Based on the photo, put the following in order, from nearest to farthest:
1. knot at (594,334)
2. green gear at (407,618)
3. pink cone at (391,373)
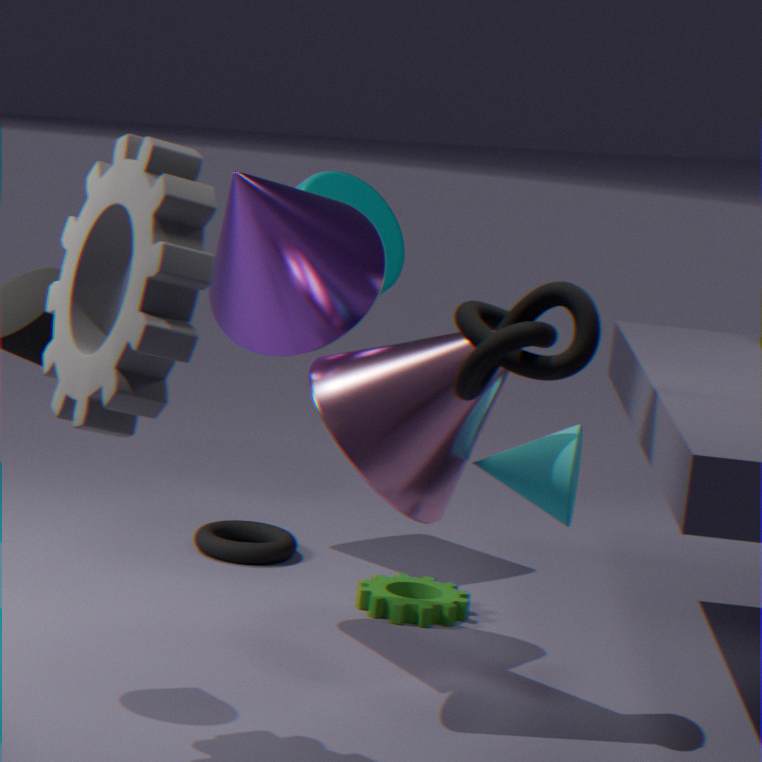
knot at (594,334), pink cone at (391,373), green gear at (407,618)
